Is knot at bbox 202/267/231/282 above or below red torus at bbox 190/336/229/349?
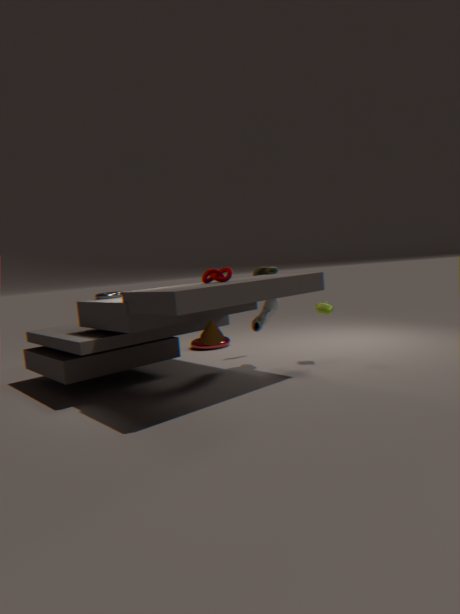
above
